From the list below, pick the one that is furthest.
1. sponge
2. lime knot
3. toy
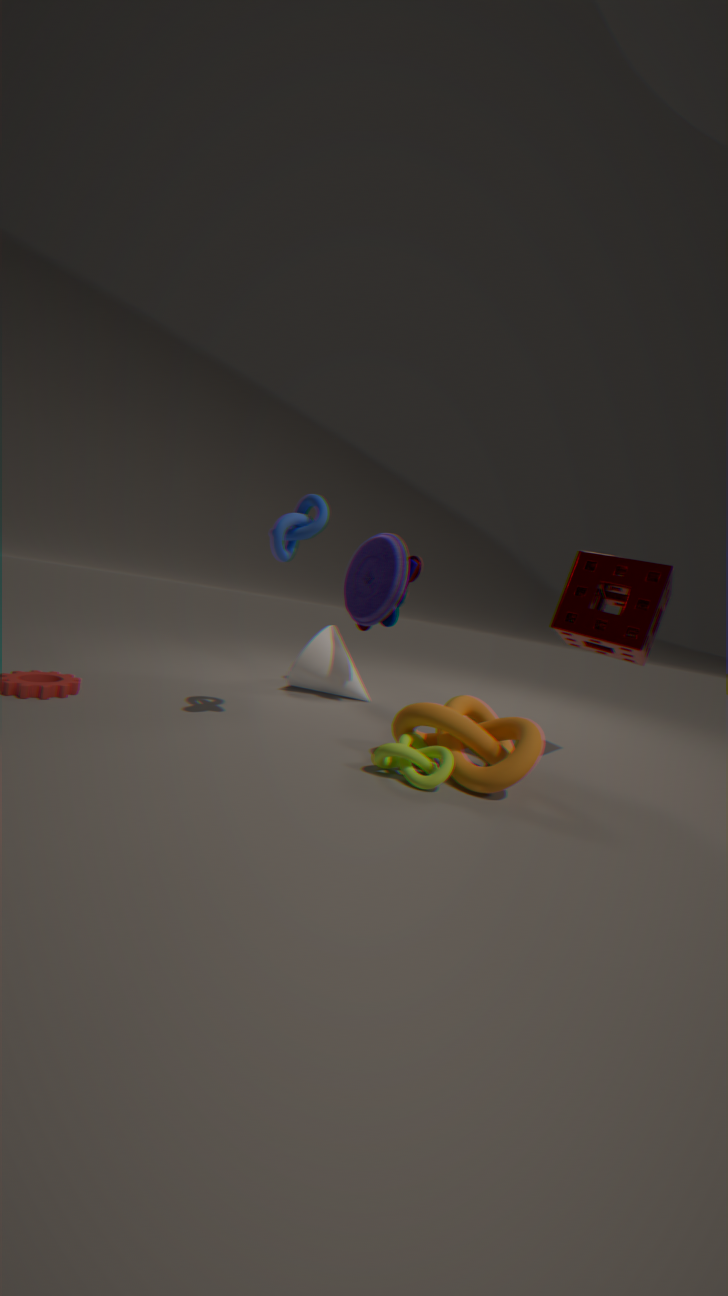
toy
